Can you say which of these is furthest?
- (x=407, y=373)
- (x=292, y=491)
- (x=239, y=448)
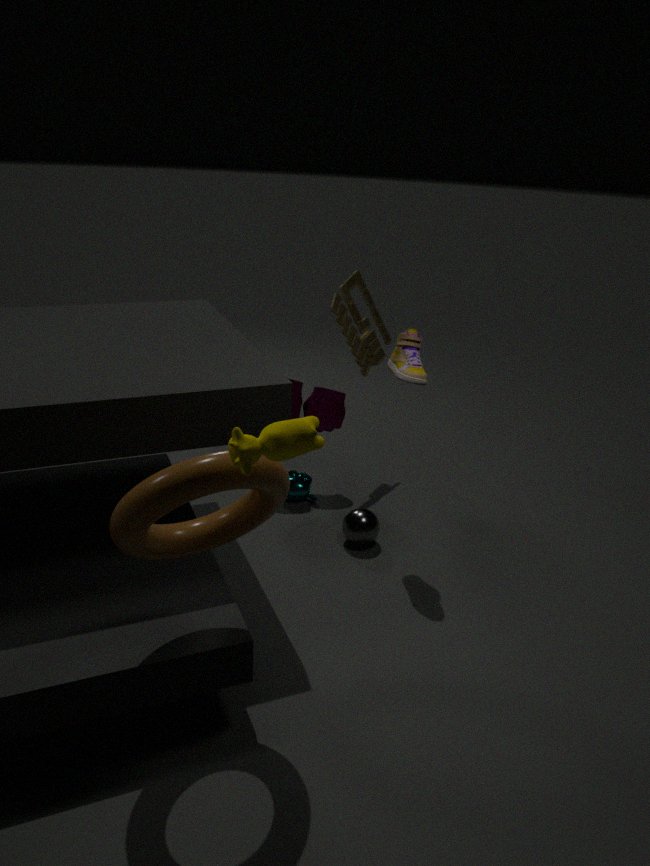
(x=292, y=491)
